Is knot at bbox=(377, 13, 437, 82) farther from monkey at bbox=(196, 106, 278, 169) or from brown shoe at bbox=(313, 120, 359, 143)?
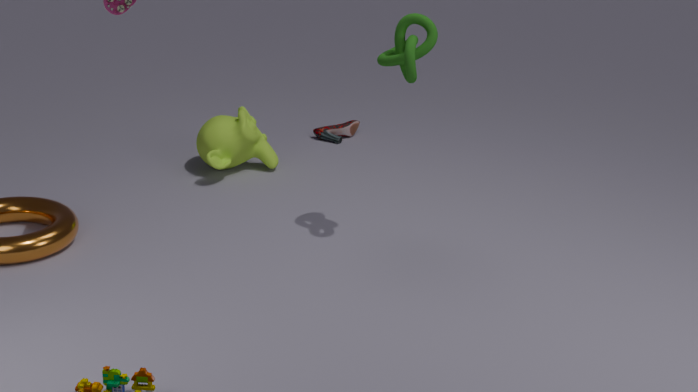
brown shoe at bbox=(313, 120, 359, 143)
